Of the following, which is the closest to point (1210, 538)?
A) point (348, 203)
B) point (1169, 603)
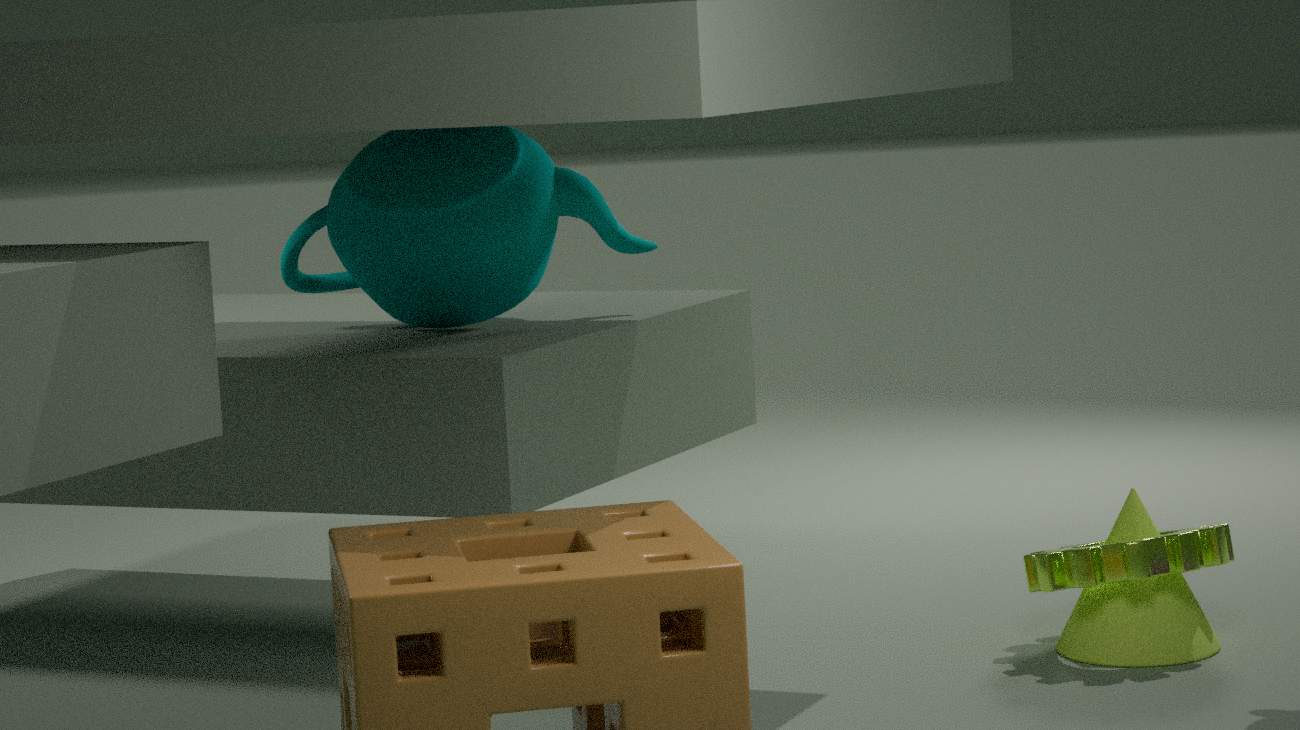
point (1169, 603)
